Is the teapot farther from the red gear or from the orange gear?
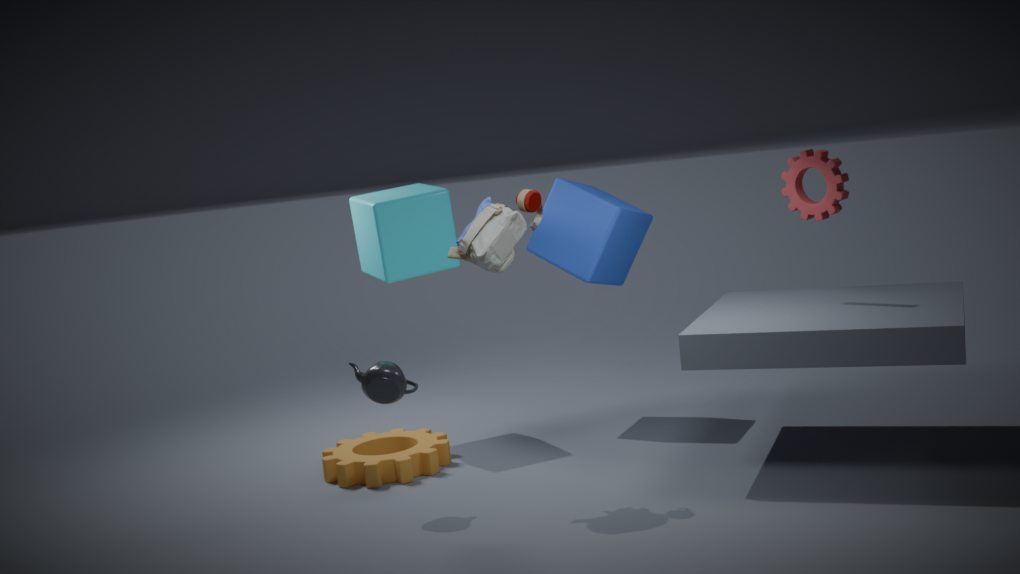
the red gear
